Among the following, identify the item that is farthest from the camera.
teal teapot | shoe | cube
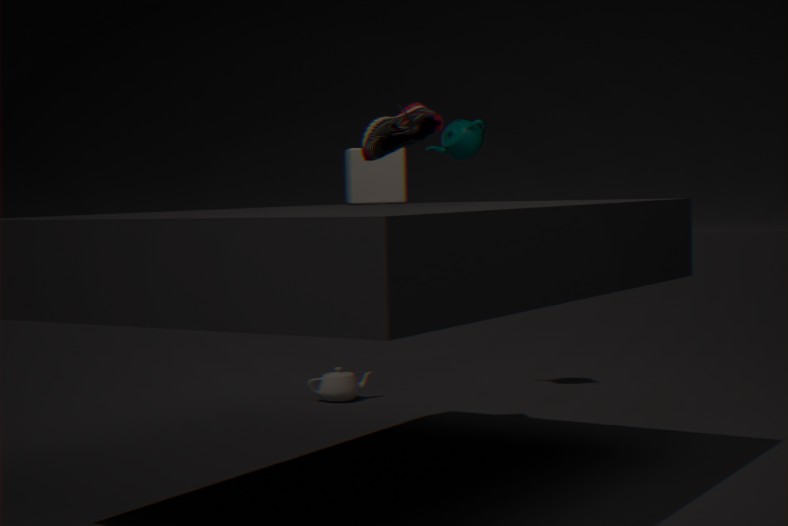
teal teapot
